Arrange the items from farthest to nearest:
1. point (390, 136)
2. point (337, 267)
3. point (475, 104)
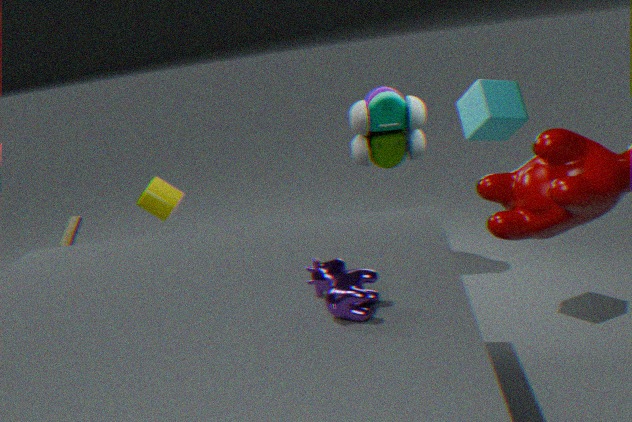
point (390, 136) → point (475, 104) → point (337, 267)
